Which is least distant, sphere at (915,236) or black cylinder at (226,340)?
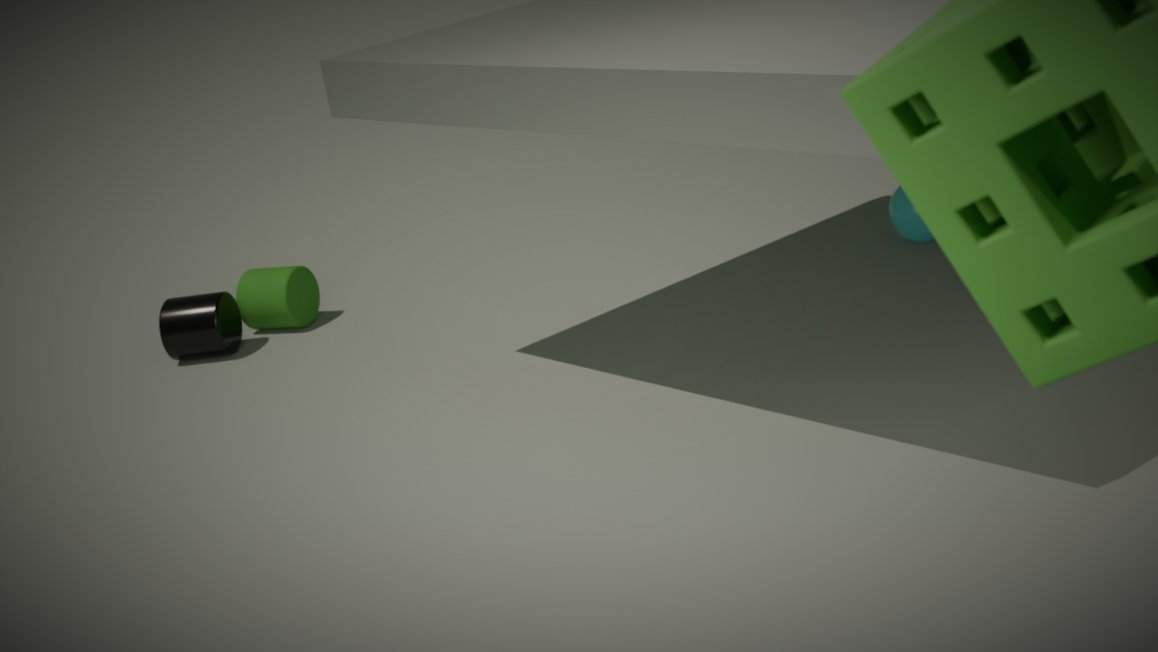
sphere at (915,236)
